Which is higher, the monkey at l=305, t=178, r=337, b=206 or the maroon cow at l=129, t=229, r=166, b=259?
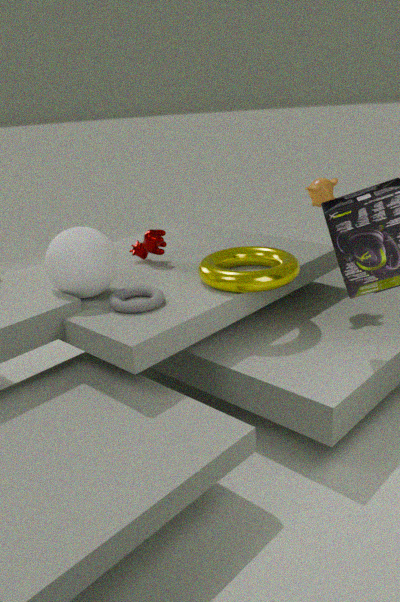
the monkey at l=305, t=178, r=337, b=206
